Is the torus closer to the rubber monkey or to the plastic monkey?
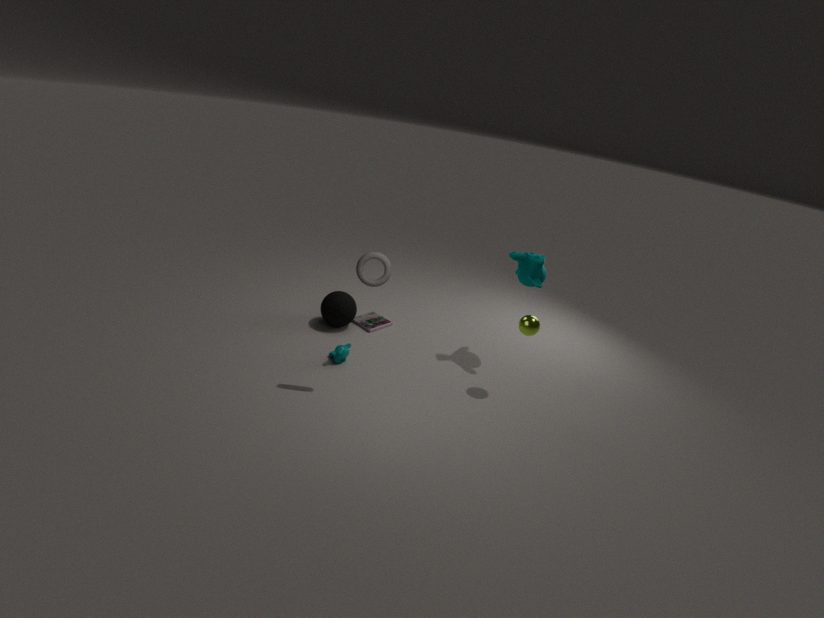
the plastic monkey
